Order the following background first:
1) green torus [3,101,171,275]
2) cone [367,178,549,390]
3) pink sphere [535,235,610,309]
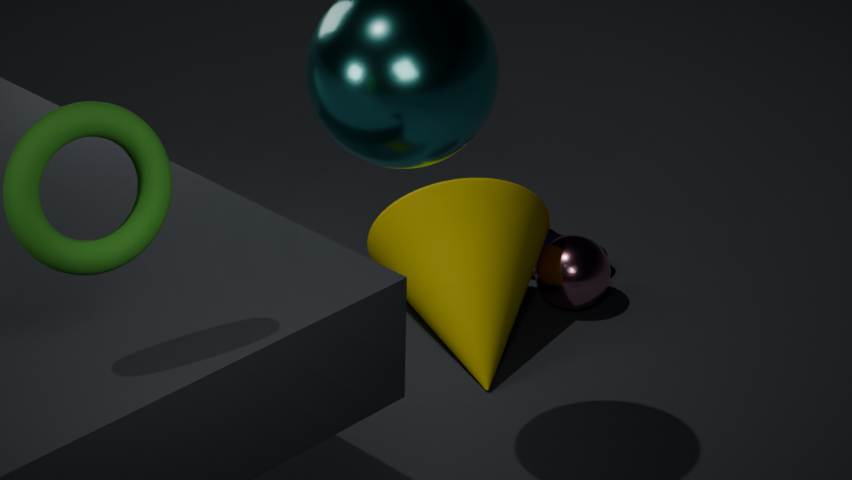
1. 3
2. 2
3. 1
